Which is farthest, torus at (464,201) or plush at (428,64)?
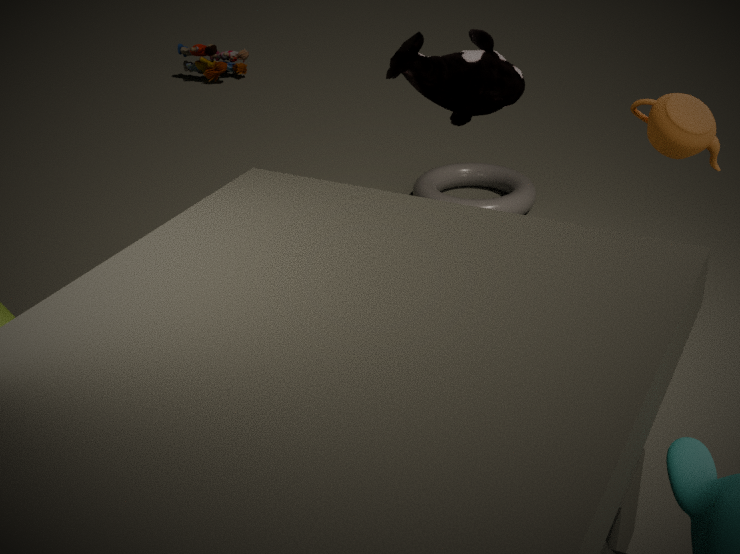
Answer: torus at (464,201)
